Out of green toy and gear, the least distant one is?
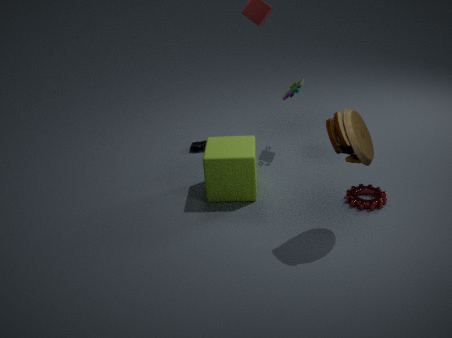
gear
